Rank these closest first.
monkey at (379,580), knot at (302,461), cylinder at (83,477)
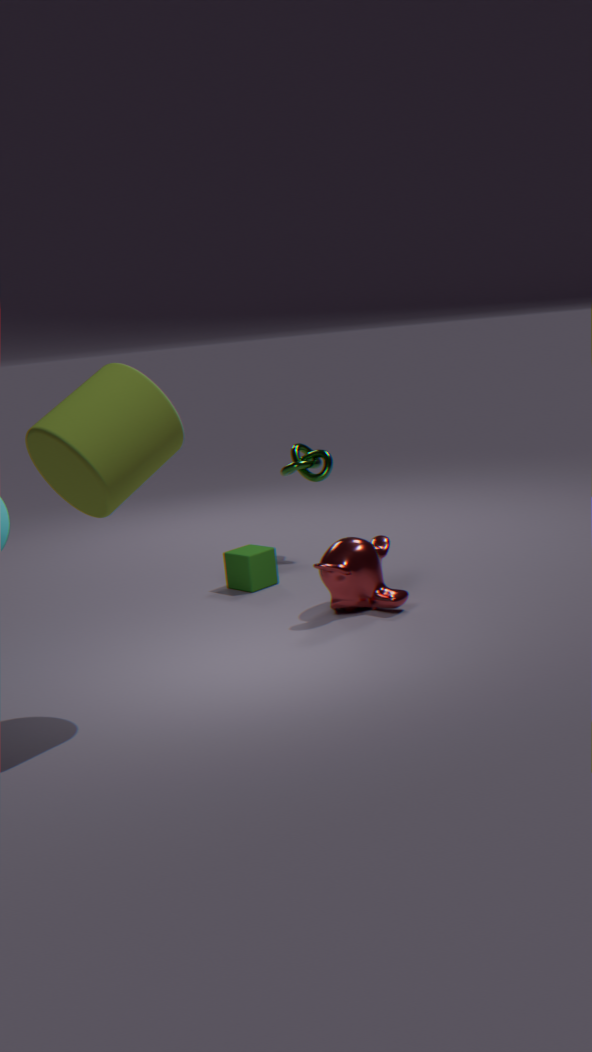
cylinder at (83,477) → monkey at (379,580) → knot at (302,461)
